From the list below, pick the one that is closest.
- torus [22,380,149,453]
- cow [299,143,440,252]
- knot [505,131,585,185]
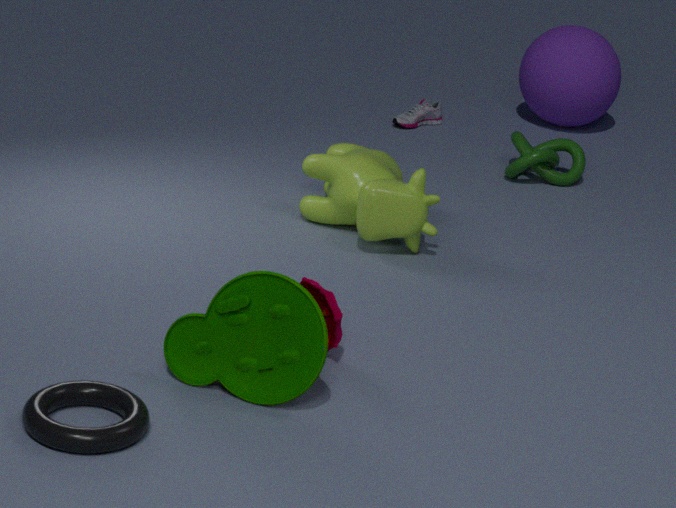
torus [22,380,149,453]
